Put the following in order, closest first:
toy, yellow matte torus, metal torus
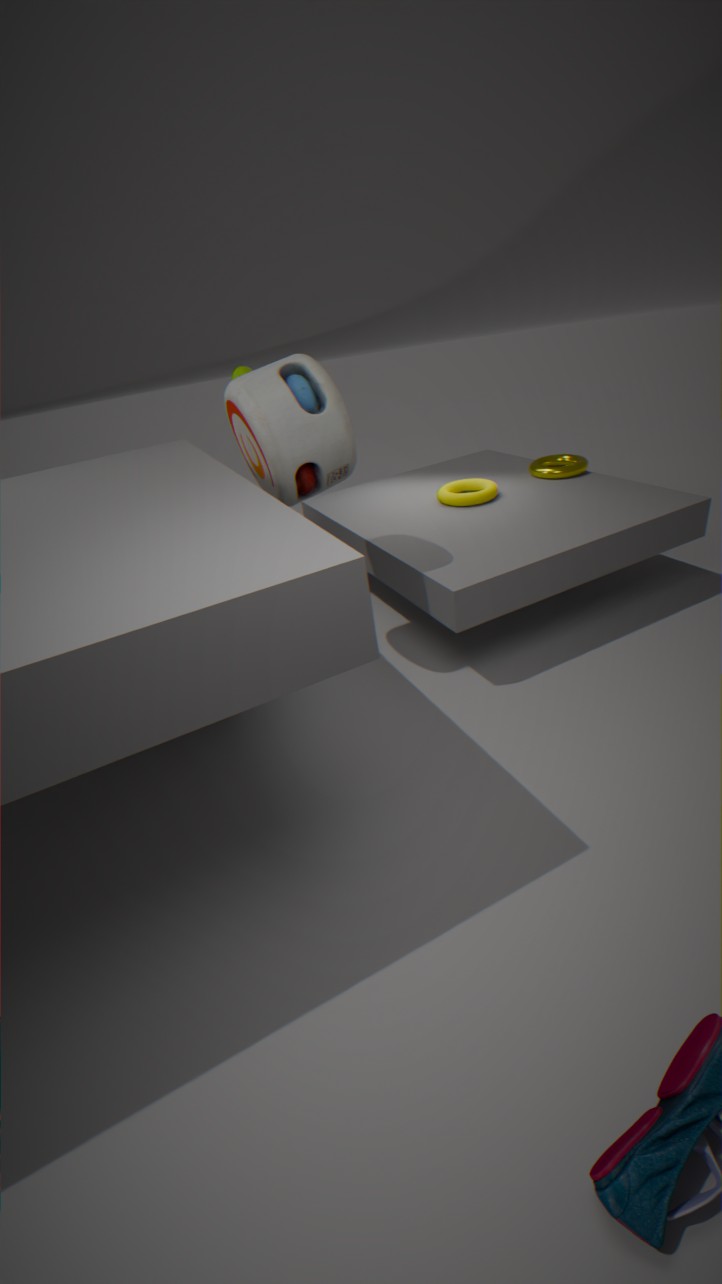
toy < yellow matte torus < metal torus
